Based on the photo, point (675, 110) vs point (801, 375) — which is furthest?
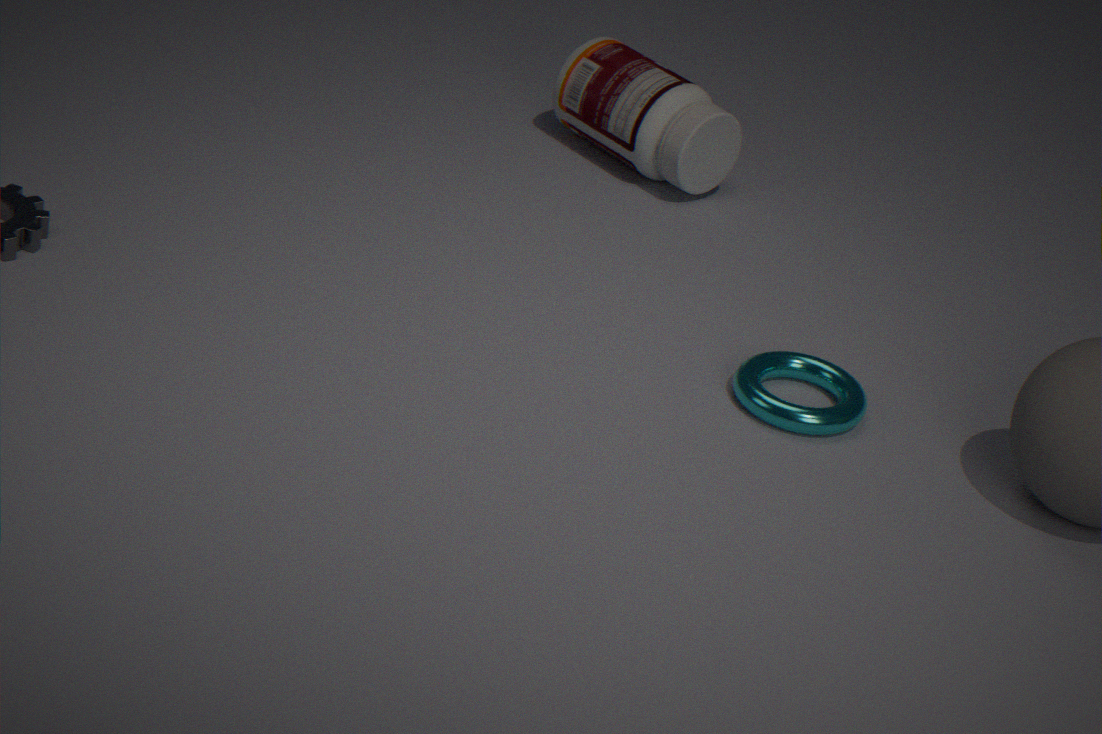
point (675, 110)
